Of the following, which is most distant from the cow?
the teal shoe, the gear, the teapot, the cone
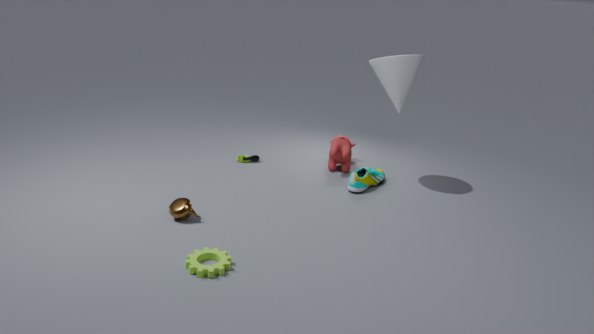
the gear
